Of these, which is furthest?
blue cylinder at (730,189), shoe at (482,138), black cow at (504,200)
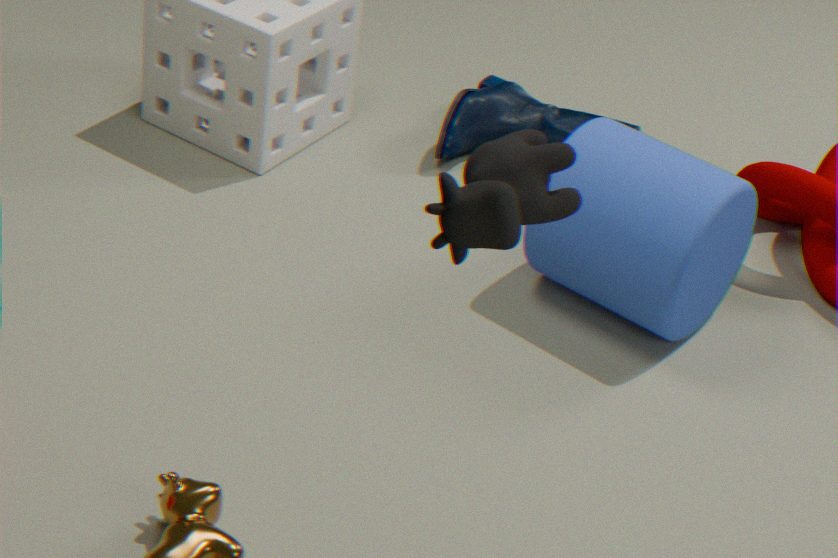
shoe at (482,138)
